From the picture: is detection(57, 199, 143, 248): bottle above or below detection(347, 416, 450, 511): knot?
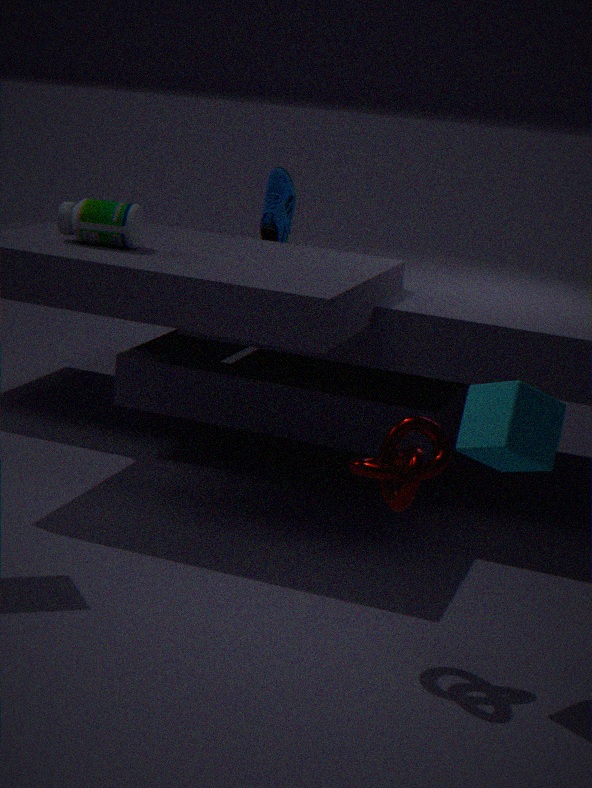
above
